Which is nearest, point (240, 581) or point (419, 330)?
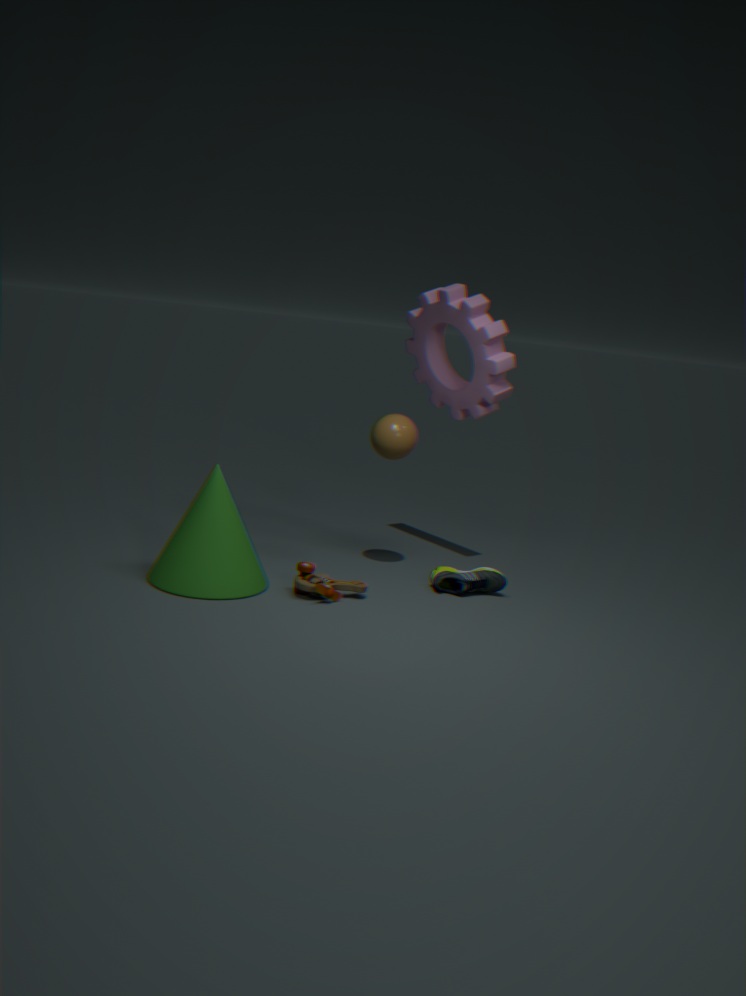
point (240, 581)
